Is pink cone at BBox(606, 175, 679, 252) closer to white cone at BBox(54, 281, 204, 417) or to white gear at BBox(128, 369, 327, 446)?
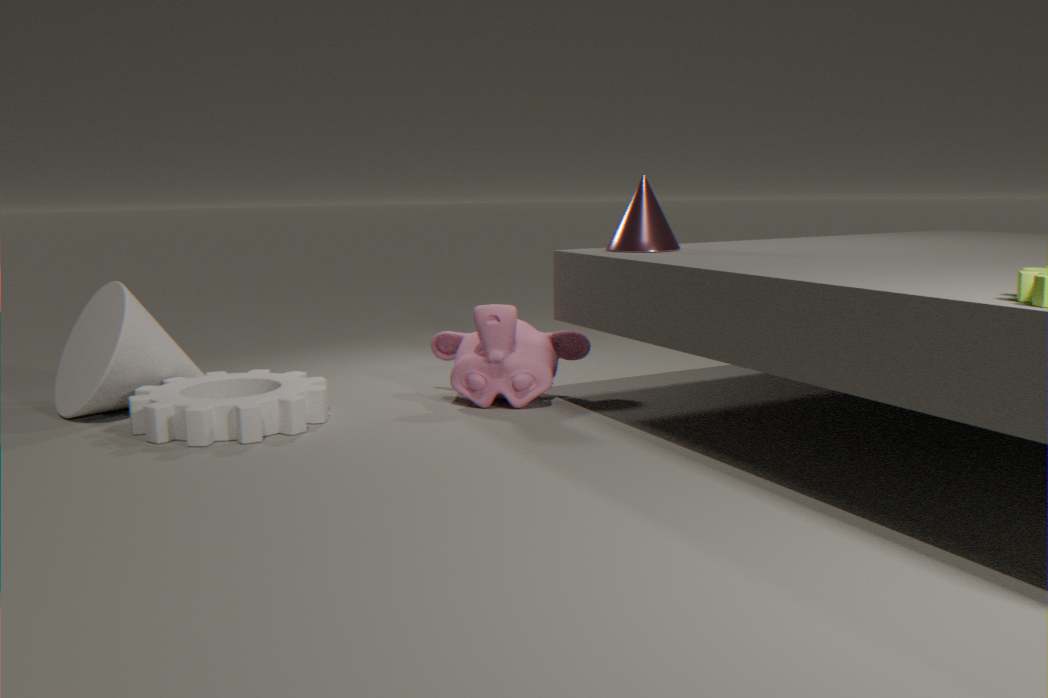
white gear at BBox(128, 369, 327, 446)
